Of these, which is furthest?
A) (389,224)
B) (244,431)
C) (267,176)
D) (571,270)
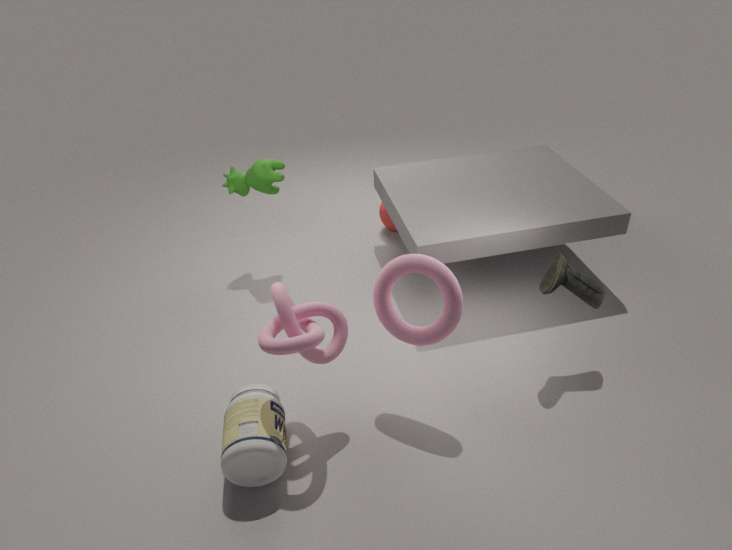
(389,224)
